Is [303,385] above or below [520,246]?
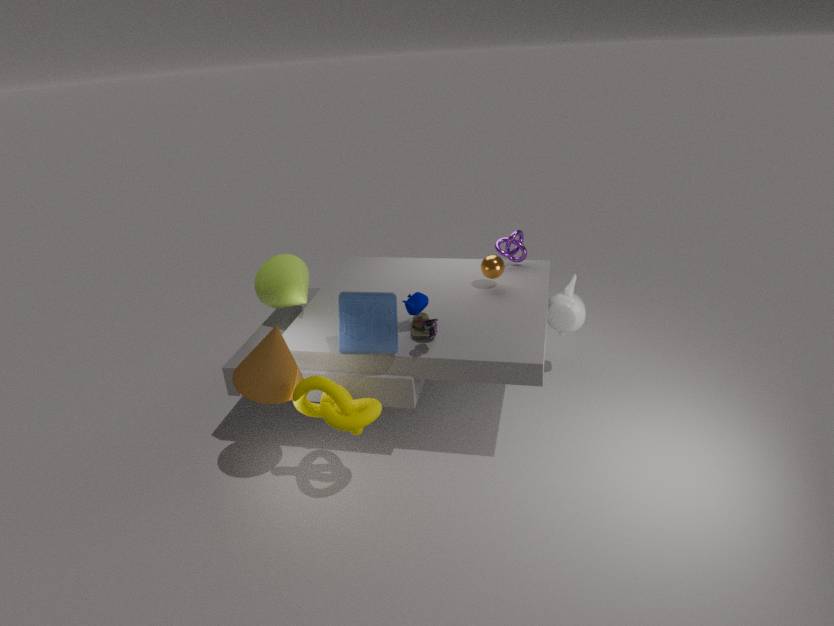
below
